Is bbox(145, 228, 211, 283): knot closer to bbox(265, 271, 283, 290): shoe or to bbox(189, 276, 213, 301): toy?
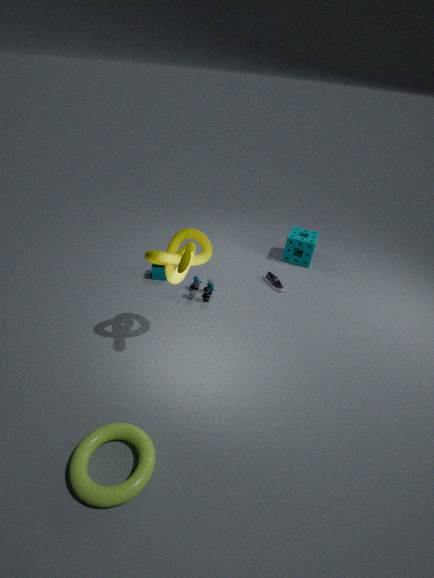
bbox(189, 276, 213, 301): toy
